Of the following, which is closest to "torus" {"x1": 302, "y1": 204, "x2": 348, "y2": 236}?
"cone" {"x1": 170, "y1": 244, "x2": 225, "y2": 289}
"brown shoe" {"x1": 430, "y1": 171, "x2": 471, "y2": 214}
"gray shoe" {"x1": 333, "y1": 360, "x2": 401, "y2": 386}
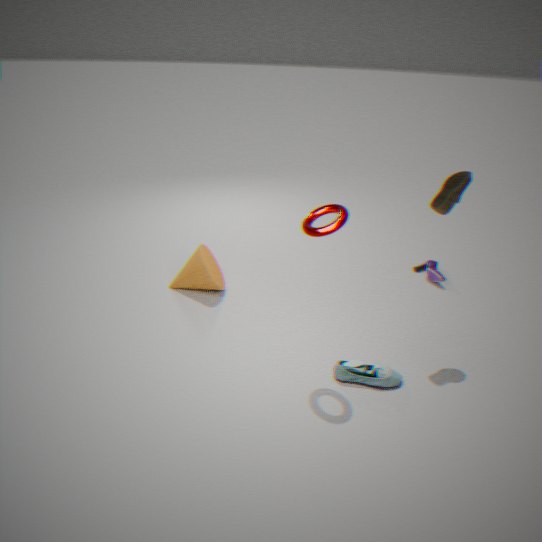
"brown shoe" {"x1": 430, "y1": 171, "x2": 471, "y2": 214}
